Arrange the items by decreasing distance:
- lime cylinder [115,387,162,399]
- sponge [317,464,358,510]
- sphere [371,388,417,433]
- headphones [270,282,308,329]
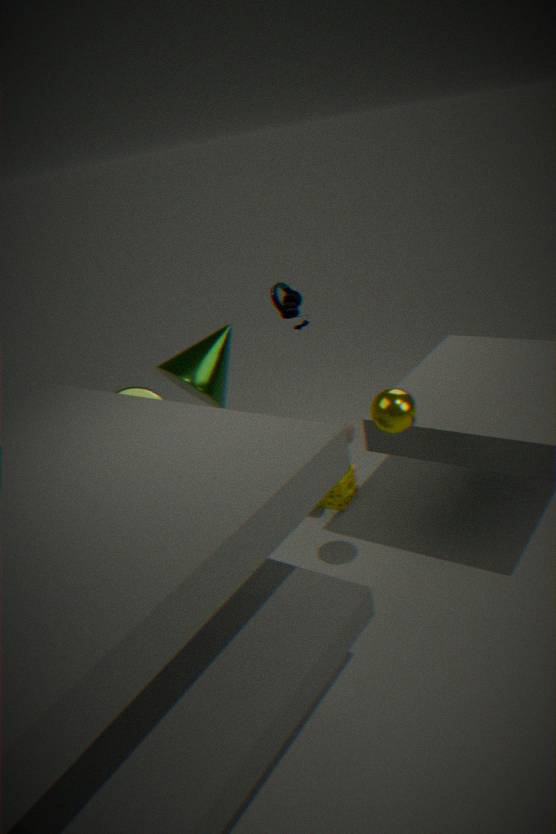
1. headphones [270,282,308,329]
2. sponge [317,464,358,510]
3. lime cylinder [115,387,162,399]
4. sphere [371,388,417,433]
